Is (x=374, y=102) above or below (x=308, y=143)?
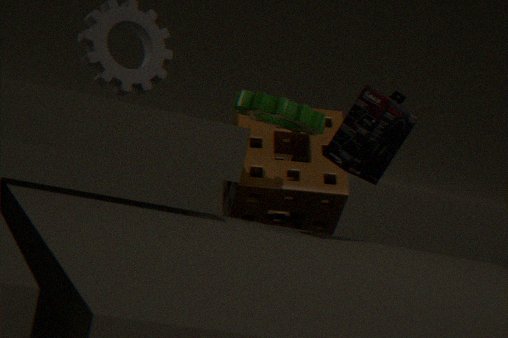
above
